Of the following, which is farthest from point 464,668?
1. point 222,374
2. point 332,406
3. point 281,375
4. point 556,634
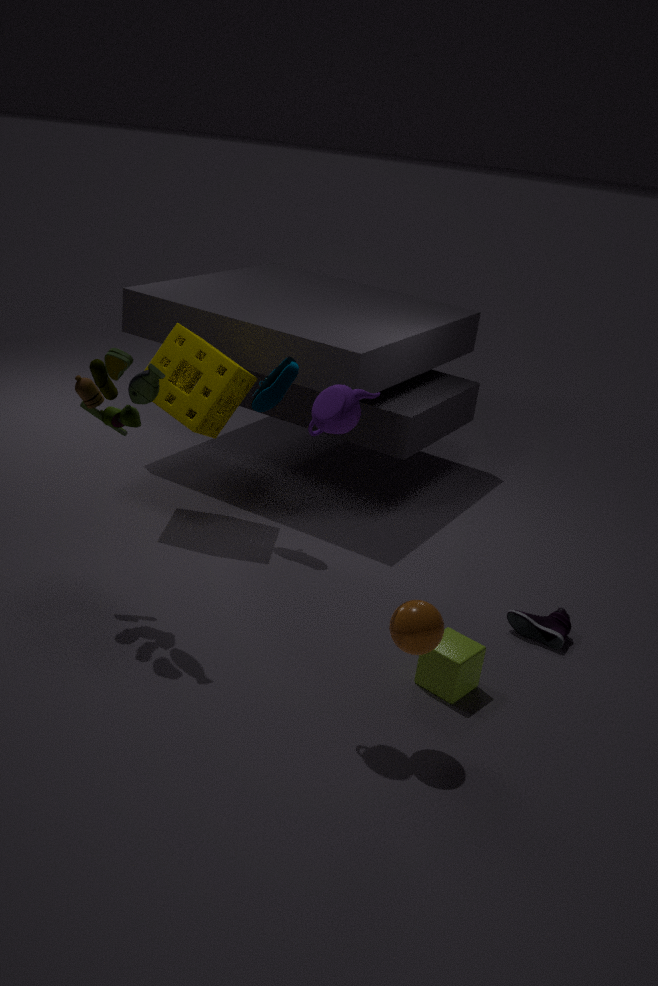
point 222,374
